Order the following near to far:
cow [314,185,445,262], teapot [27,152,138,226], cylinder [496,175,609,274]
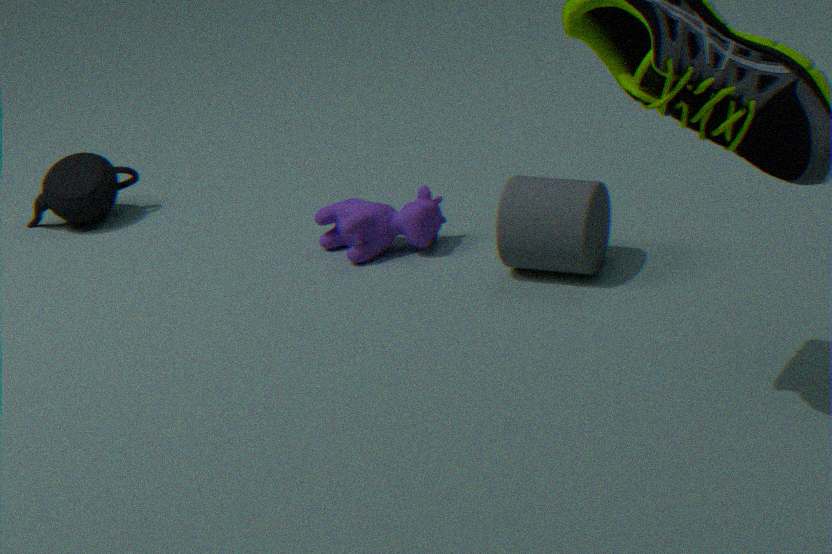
1. cylinder [496,175,609,274]
2. cow [314,185,445,262]
3. teapot [27,152,138,226]
